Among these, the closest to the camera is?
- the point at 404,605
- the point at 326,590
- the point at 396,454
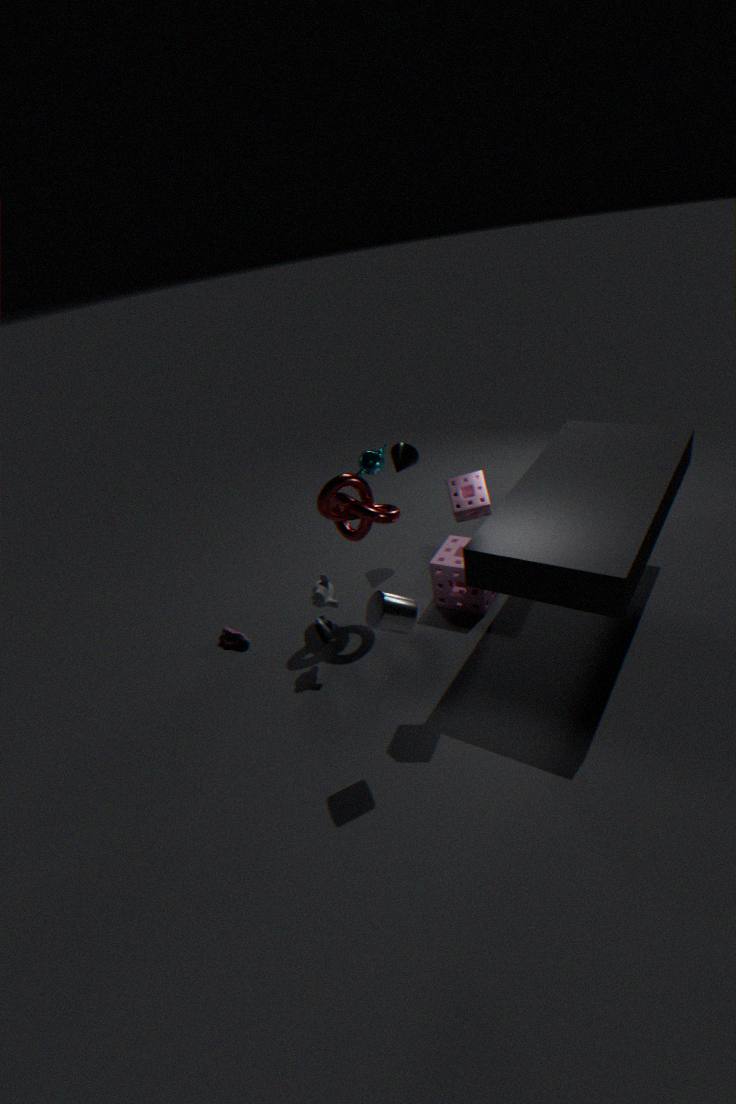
the point at 404,605
